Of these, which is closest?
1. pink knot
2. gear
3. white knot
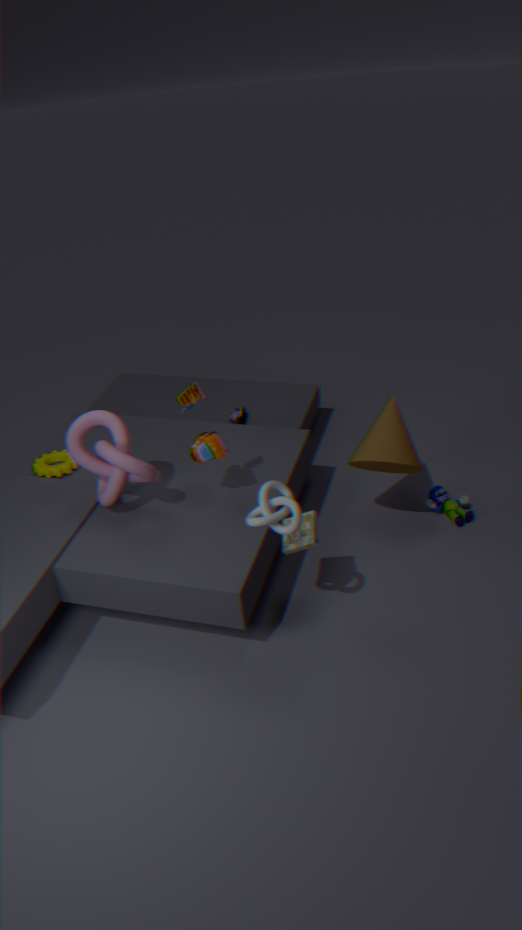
white knot
